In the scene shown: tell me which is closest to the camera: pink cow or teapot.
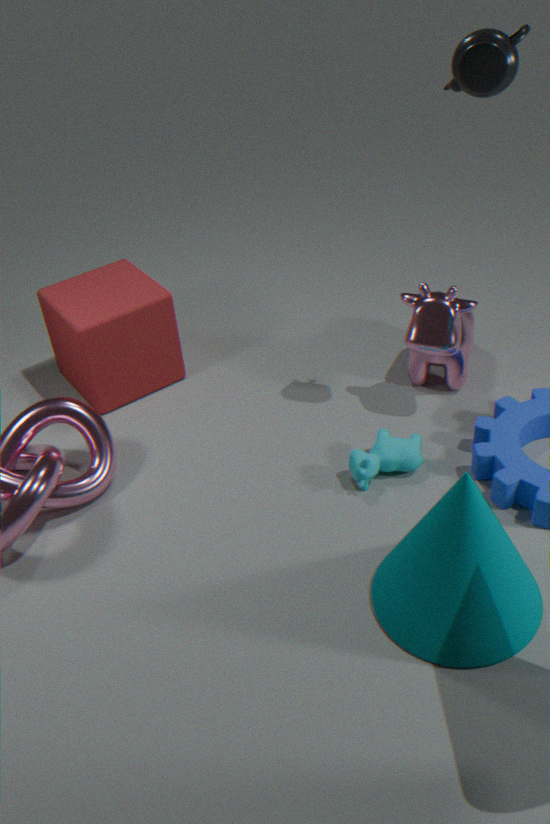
teapot
